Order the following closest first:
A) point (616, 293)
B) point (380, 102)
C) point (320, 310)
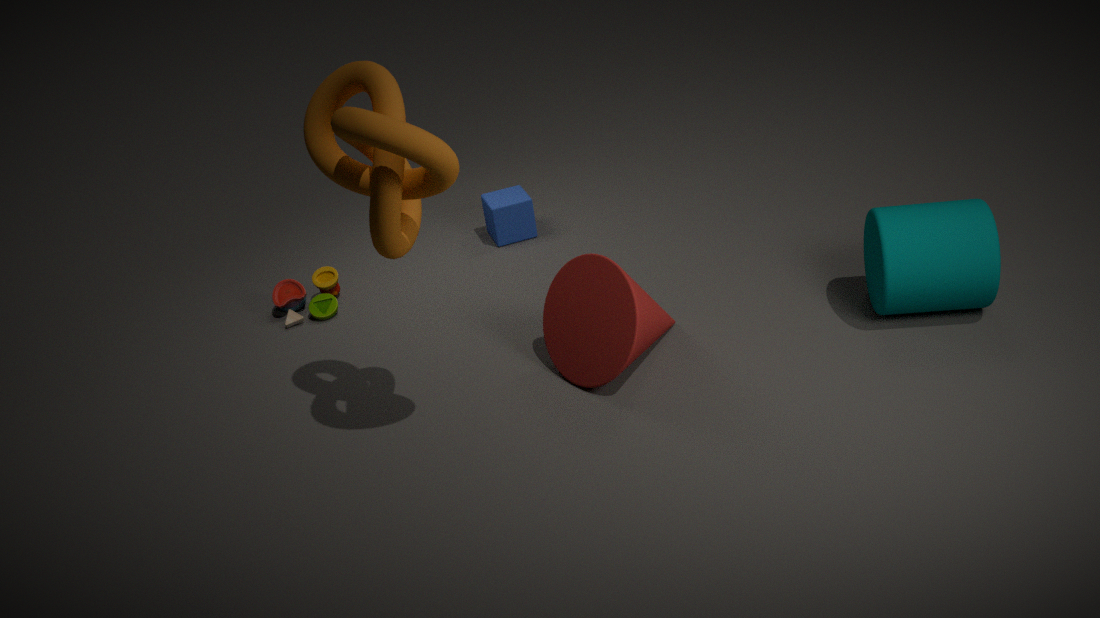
point (380, 102) → point (616, 293) → point (320, 310)
